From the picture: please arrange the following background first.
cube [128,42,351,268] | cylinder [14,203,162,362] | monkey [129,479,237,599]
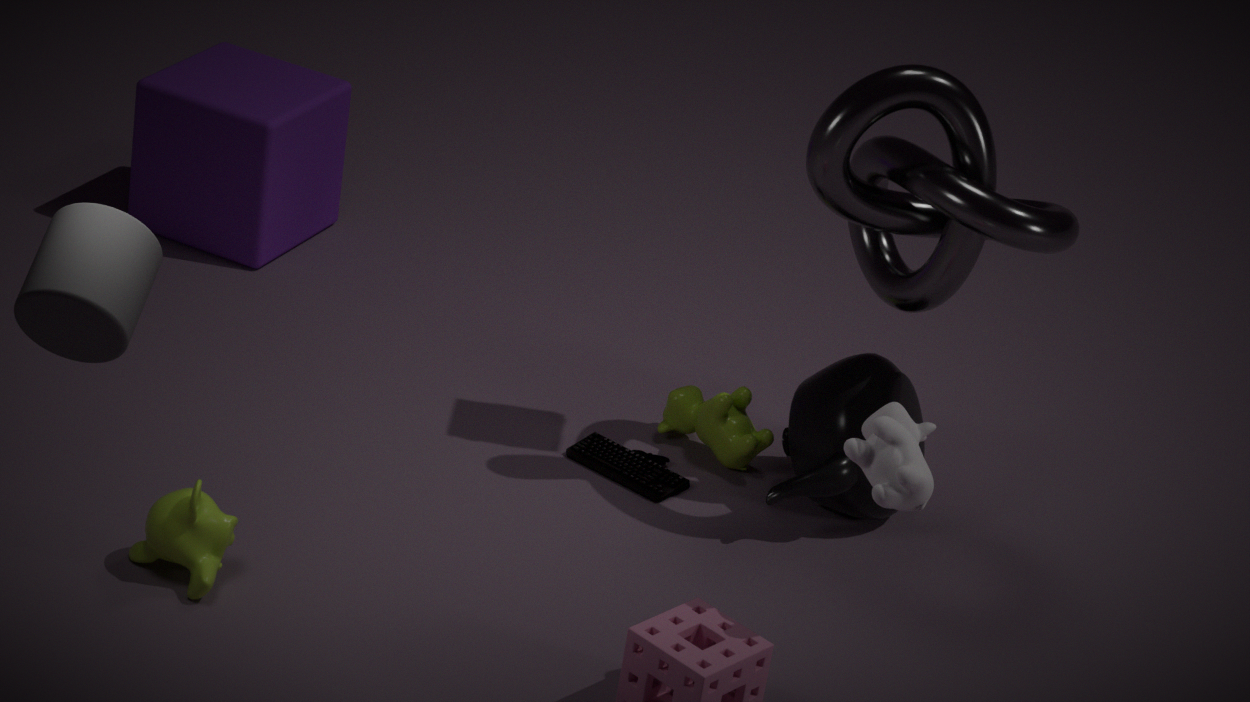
1. cube [128,42,351,268]
2. monkey [129,479,237,599]
3. cylinder [14,203,162,362]
